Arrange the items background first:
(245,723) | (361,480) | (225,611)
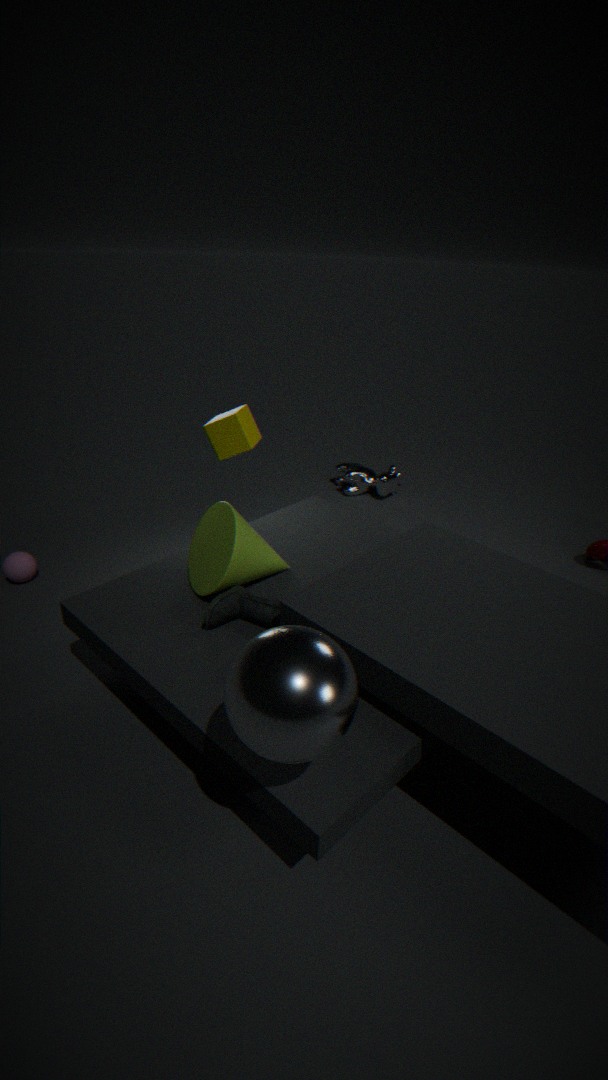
(361,480) < (225,611) < (245,723)
